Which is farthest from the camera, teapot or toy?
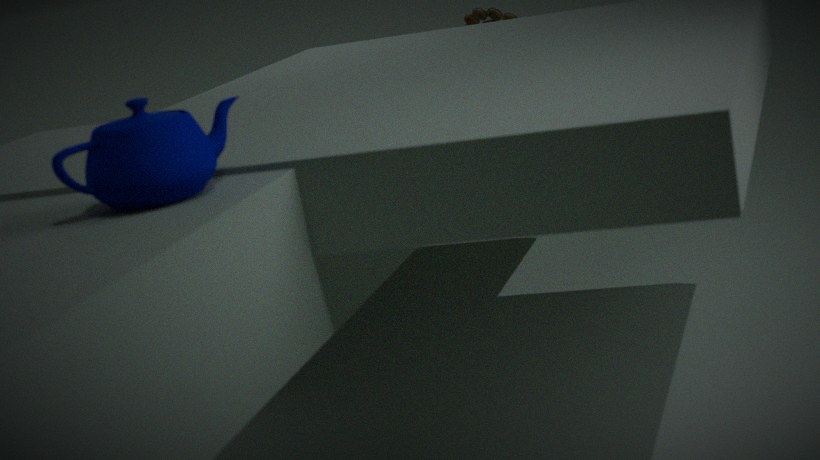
toy
